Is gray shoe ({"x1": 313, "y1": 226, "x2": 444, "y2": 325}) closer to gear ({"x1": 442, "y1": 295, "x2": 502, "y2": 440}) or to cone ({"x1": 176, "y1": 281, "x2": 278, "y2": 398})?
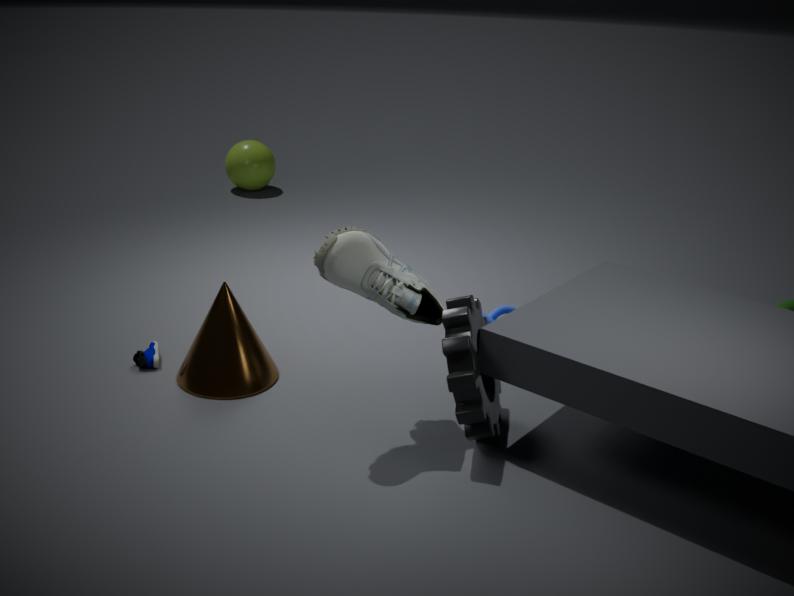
gear ({"x1": 442, "y1": 295, "x2": 502, "y2": 440})
